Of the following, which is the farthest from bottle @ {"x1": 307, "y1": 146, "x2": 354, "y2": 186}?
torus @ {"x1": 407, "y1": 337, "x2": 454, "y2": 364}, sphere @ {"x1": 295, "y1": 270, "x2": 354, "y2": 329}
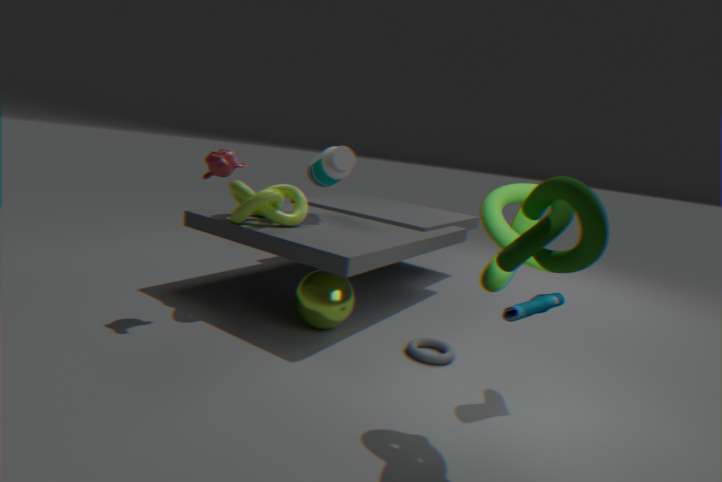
torus @ {"x1": 407, "y1": 337, "x2": 454, "y2": 364}
